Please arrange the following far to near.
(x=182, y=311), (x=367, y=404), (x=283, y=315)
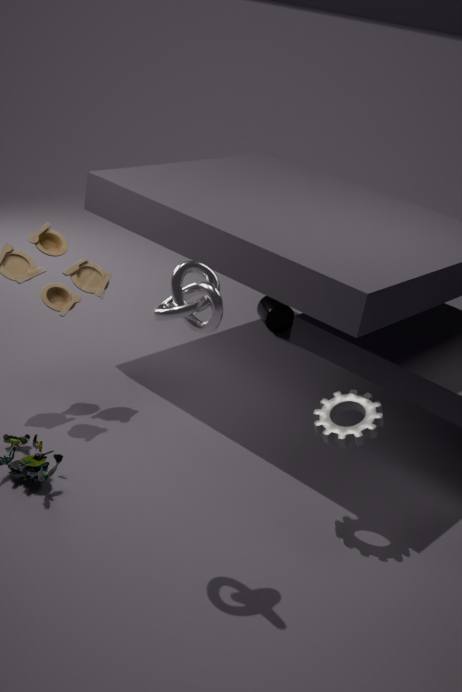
(x=283, y=315)
(x=367, y=404)
(x=182, y=311)
